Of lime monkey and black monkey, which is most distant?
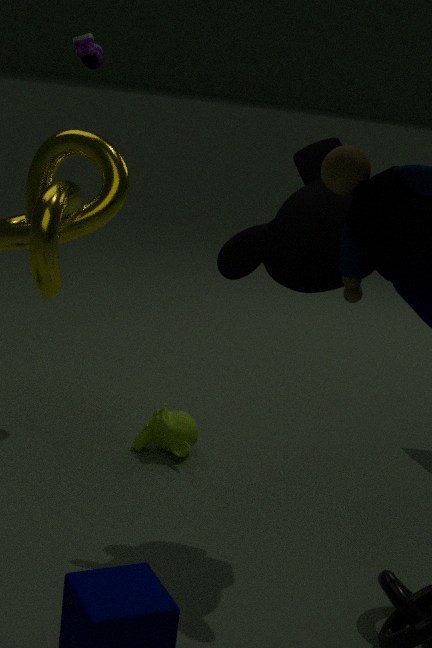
lime monkey
